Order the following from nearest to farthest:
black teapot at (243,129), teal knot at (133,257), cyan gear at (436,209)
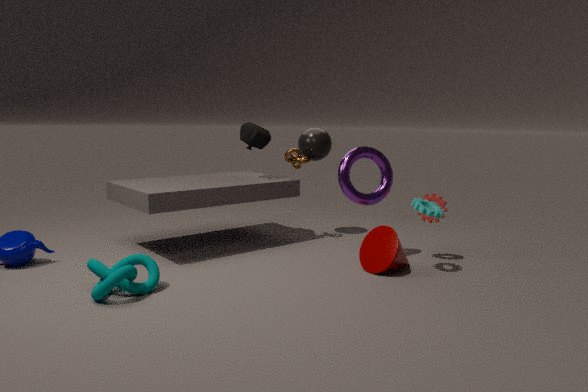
1. teal knot at (133,257)
2. cyan gear at (436,209)
3. black teapot at (243,129)
